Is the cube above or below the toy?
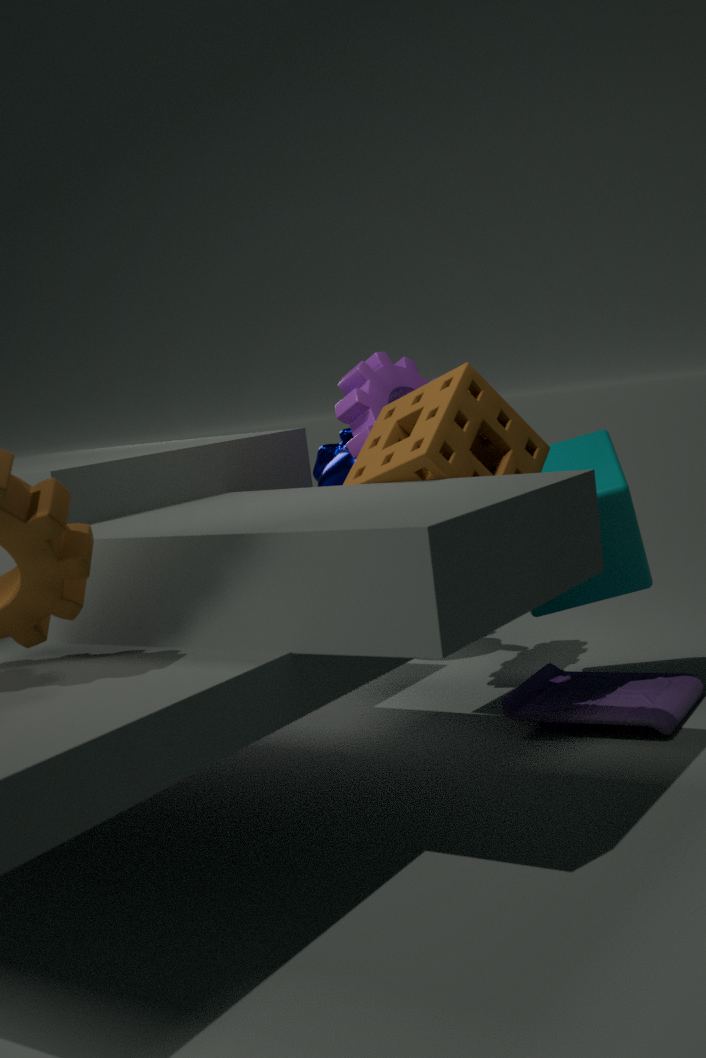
above
